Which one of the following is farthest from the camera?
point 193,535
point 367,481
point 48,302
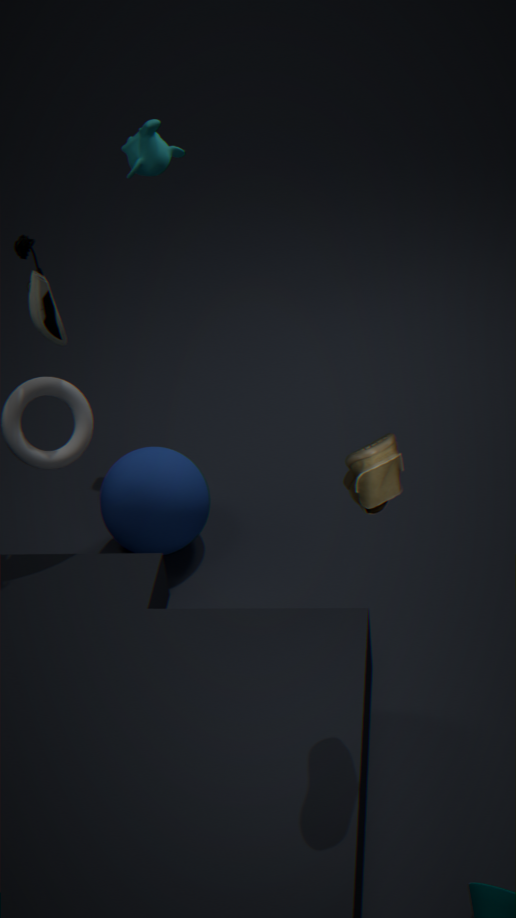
point 193,535
